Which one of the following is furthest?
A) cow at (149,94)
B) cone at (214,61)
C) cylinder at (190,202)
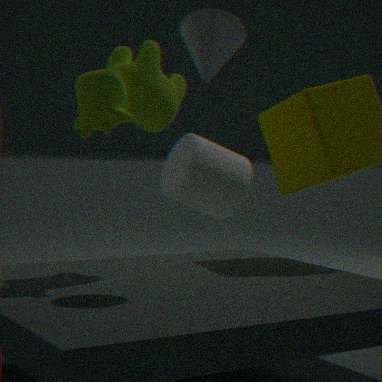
C
